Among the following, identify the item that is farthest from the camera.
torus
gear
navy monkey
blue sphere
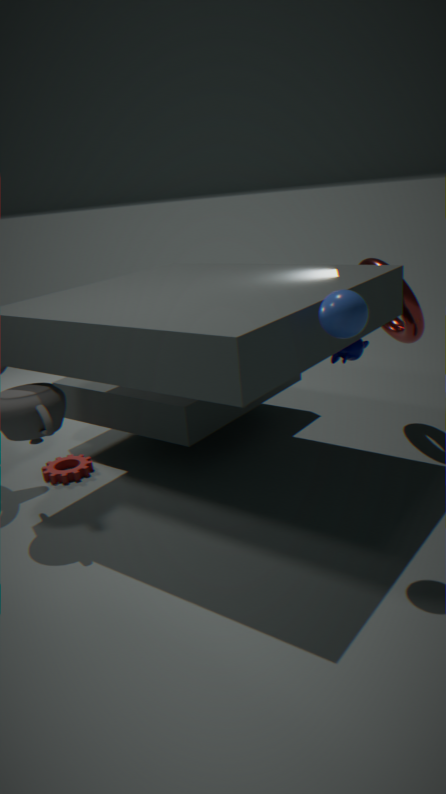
gear
